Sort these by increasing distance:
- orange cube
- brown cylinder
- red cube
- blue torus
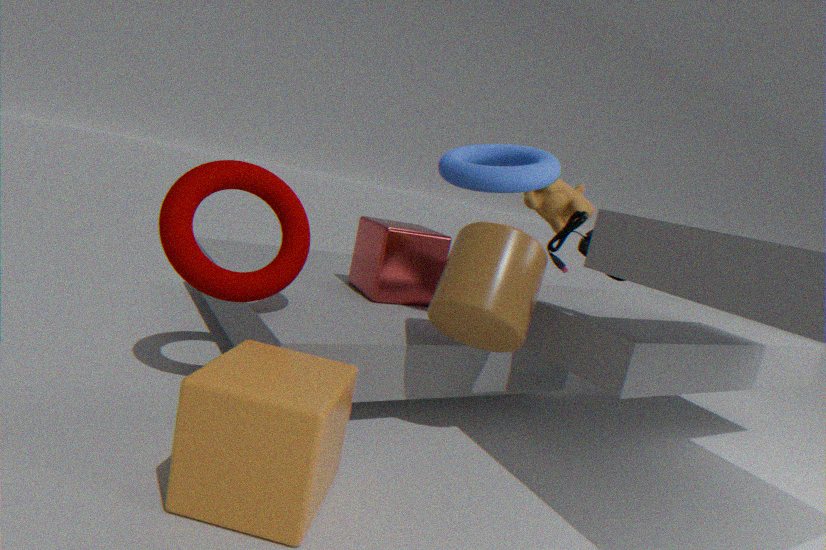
orange cube → brown cylinder → blue torus → red cube
